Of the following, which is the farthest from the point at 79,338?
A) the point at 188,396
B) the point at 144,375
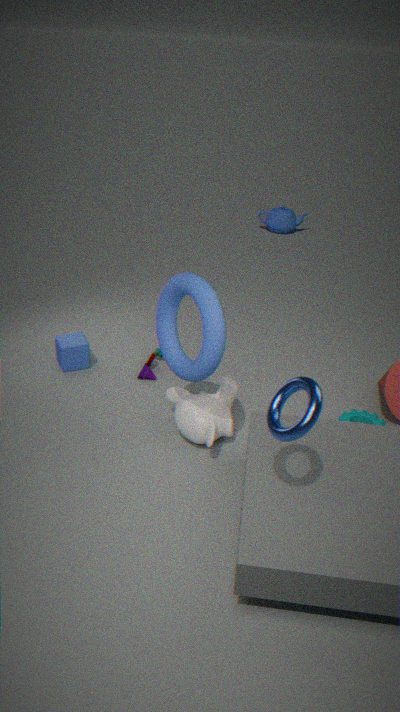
the point at 188,396
